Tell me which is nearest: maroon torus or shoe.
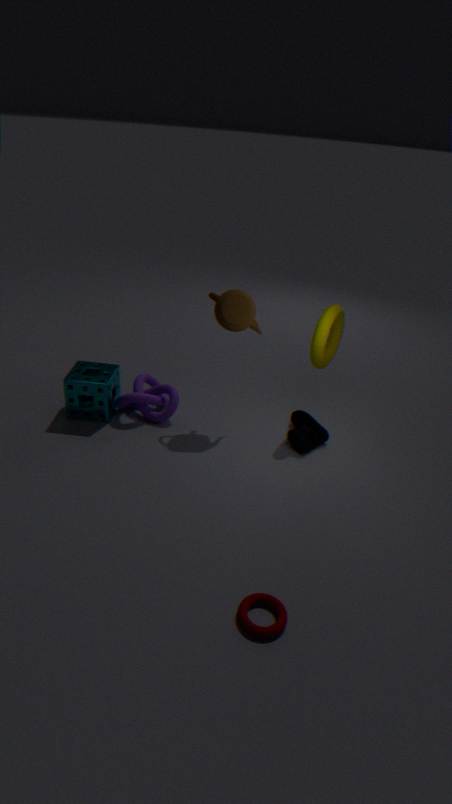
maroon torus
